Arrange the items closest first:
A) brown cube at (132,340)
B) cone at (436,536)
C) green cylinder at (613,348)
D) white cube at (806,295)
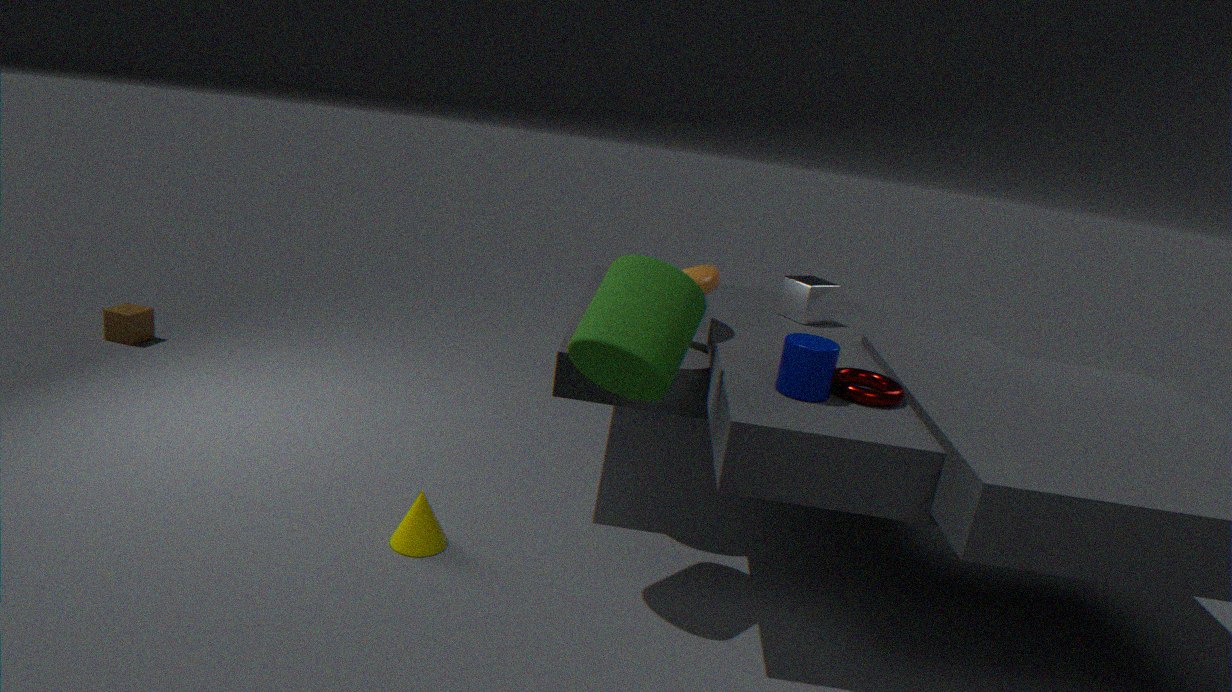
green cylinder at (613,348)
cone at (436,536)
white cube at (806,295)
brown cube at (132,340)
